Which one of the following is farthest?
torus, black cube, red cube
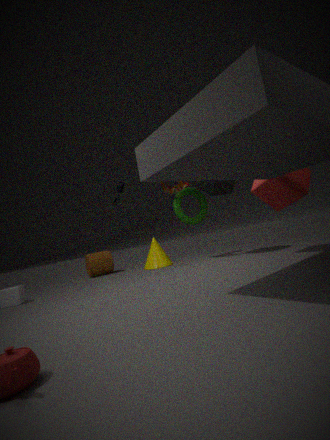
torus
